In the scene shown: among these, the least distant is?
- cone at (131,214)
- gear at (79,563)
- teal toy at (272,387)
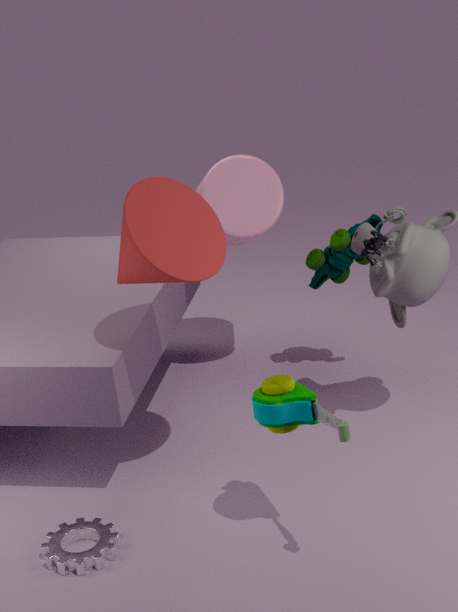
teal toy at (272,387)
